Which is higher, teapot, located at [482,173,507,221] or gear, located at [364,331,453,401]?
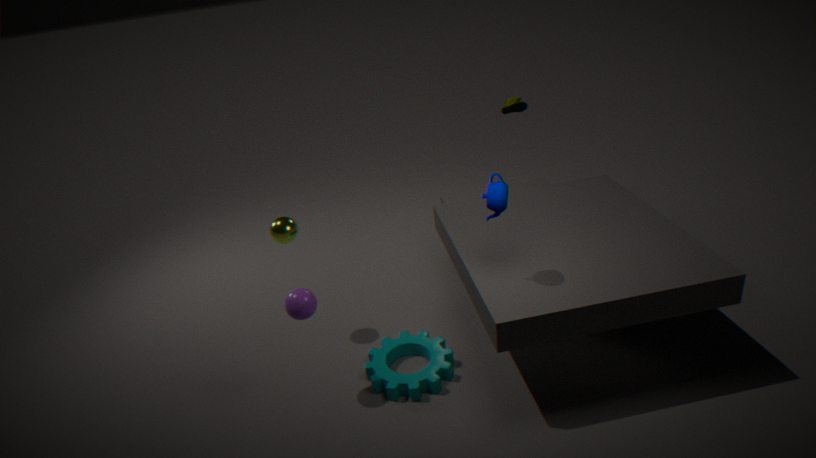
teapot, located at [482,173,507,221]
